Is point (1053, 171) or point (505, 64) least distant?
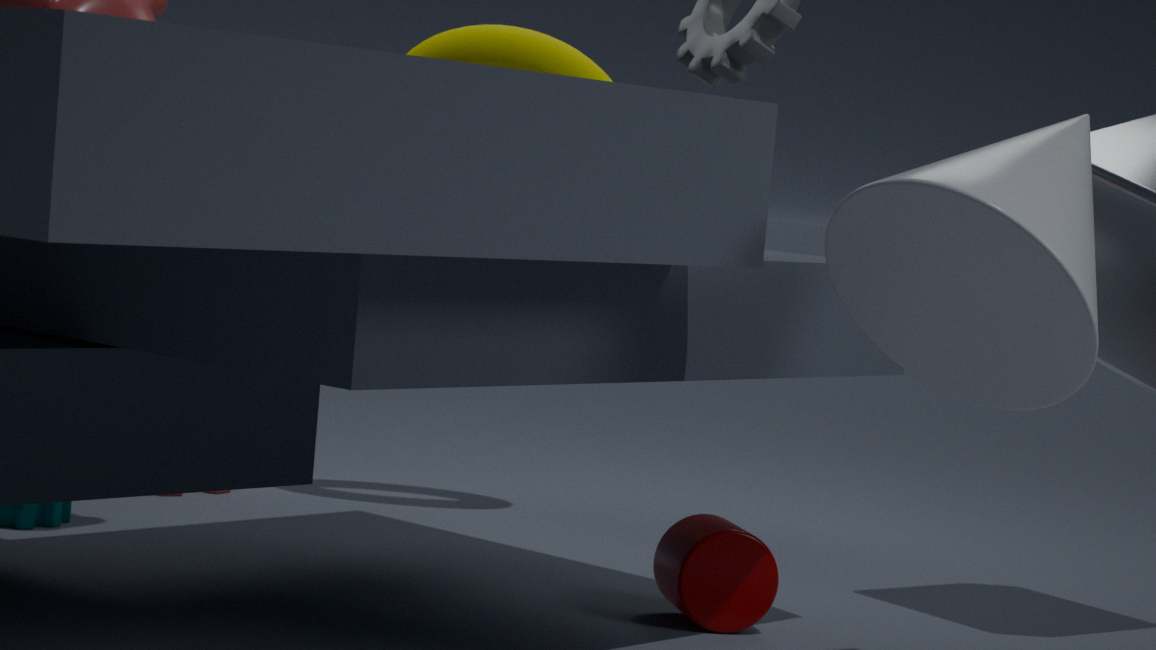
point (1053, 171)
